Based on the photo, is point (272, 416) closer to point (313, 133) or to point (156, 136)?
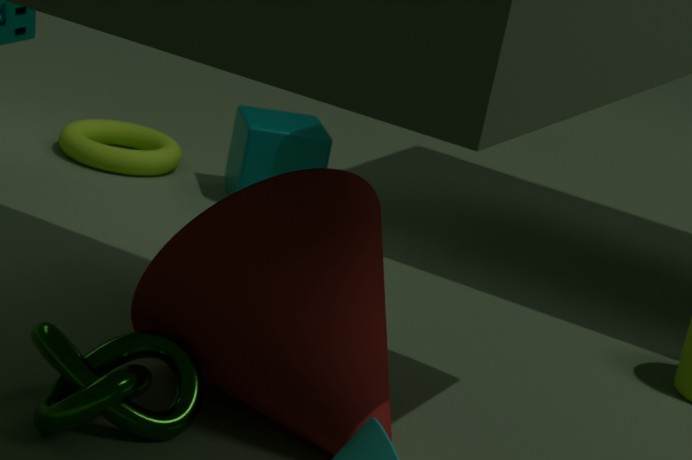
point (313, 133)
